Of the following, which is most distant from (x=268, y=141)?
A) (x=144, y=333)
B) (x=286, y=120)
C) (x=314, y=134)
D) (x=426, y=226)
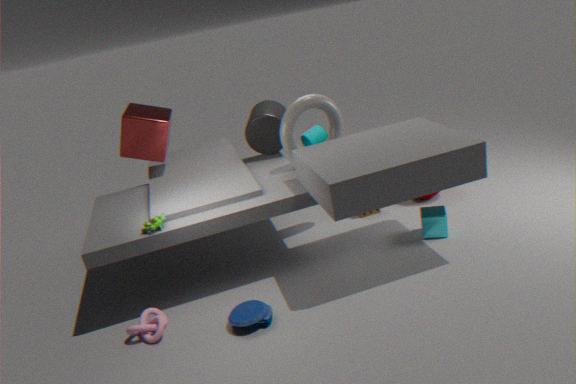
(x=144, y=333)
